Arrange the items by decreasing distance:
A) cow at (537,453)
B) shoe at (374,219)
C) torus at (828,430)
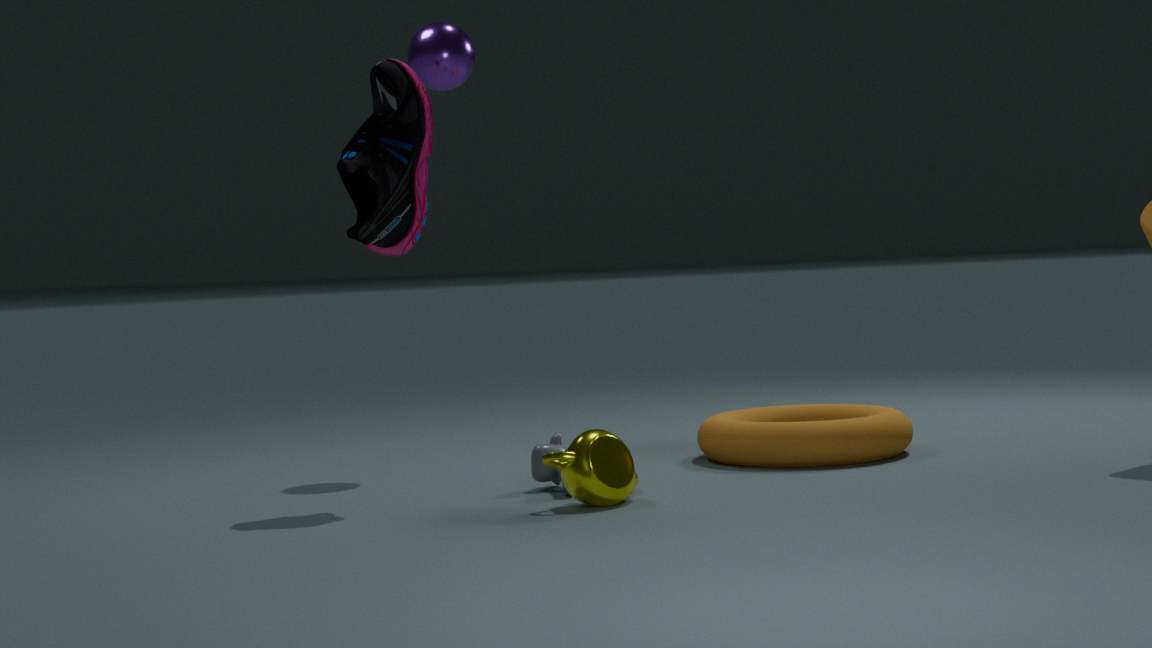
torus at (828,430) < cow at (537,453) < shoe at (374,219)
